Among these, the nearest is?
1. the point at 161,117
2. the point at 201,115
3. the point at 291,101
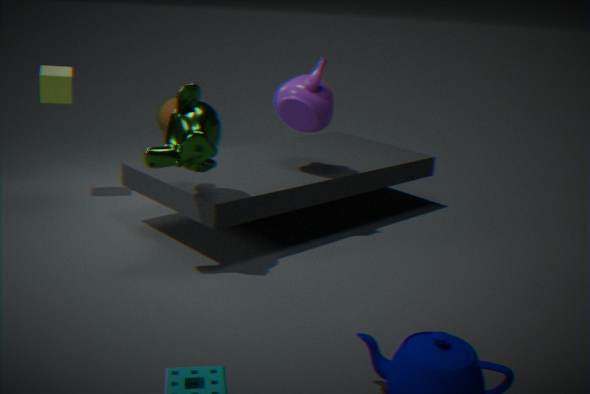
the point at 201,115
